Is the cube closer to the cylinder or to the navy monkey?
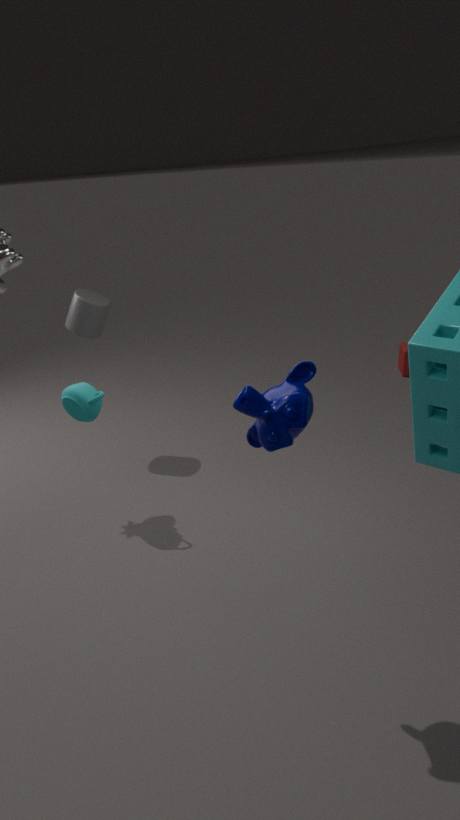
the cylinder
